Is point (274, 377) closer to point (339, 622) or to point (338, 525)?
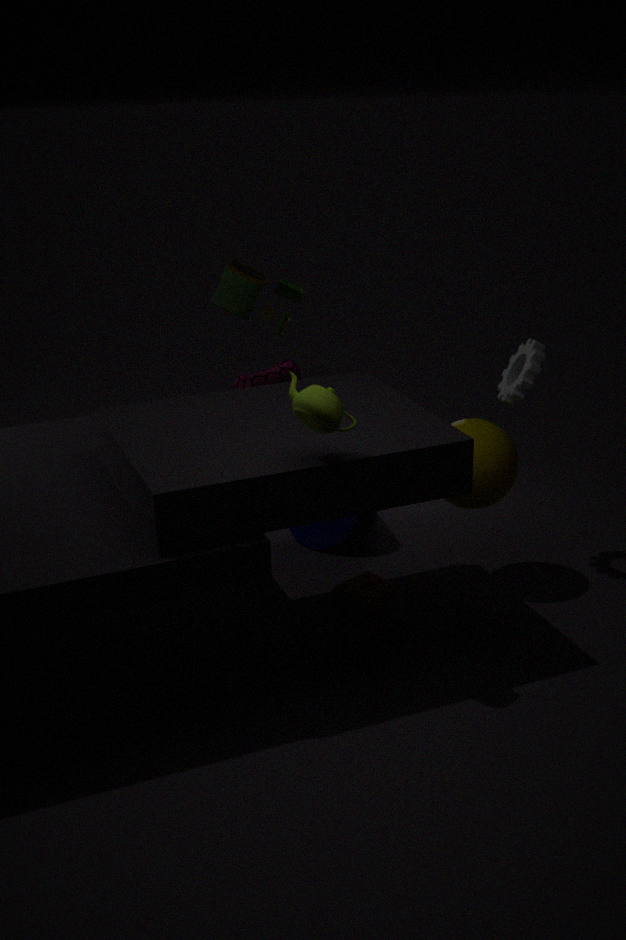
point (338, 525)
